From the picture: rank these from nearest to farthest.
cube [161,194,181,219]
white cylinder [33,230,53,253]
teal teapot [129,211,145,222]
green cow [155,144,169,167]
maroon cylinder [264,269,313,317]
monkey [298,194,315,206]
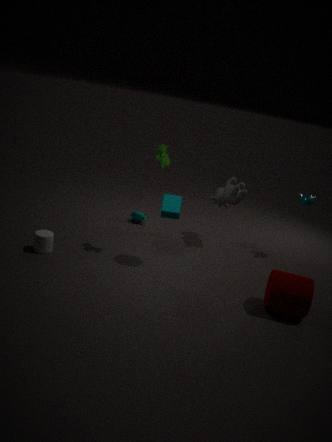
maroon cylinder [264,269,313,317] → white cylinder [33,230,53,253] → cube [161,194,181,219] → green cow [155,144,169,167] → monkey [298,194,315,206] → teal teapot [129,211,145,222]
